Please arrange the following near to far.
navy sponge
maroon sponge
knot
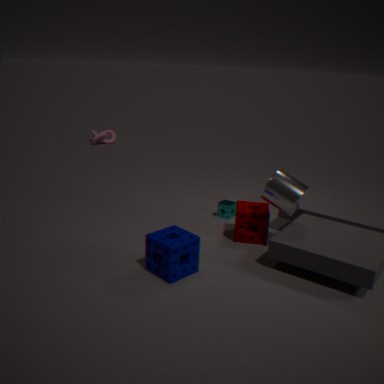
navy sponge
maroon sponge
knot
